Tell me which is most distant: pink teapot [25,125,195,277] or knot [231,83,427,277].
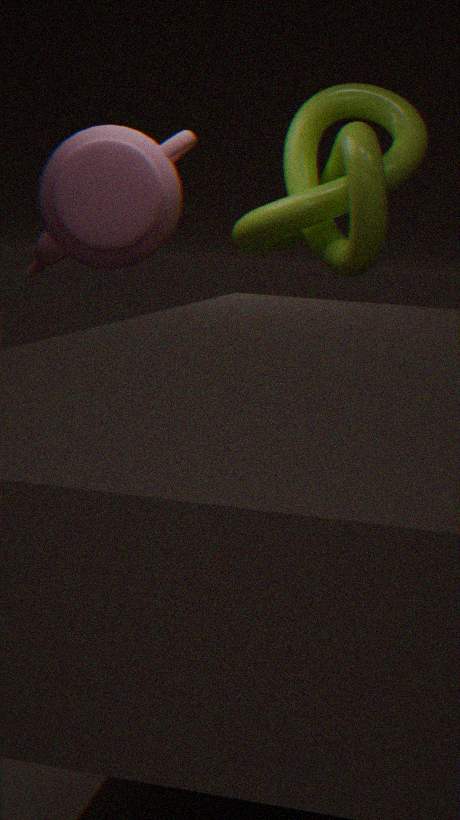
pink teapot [25,125,195,277]
